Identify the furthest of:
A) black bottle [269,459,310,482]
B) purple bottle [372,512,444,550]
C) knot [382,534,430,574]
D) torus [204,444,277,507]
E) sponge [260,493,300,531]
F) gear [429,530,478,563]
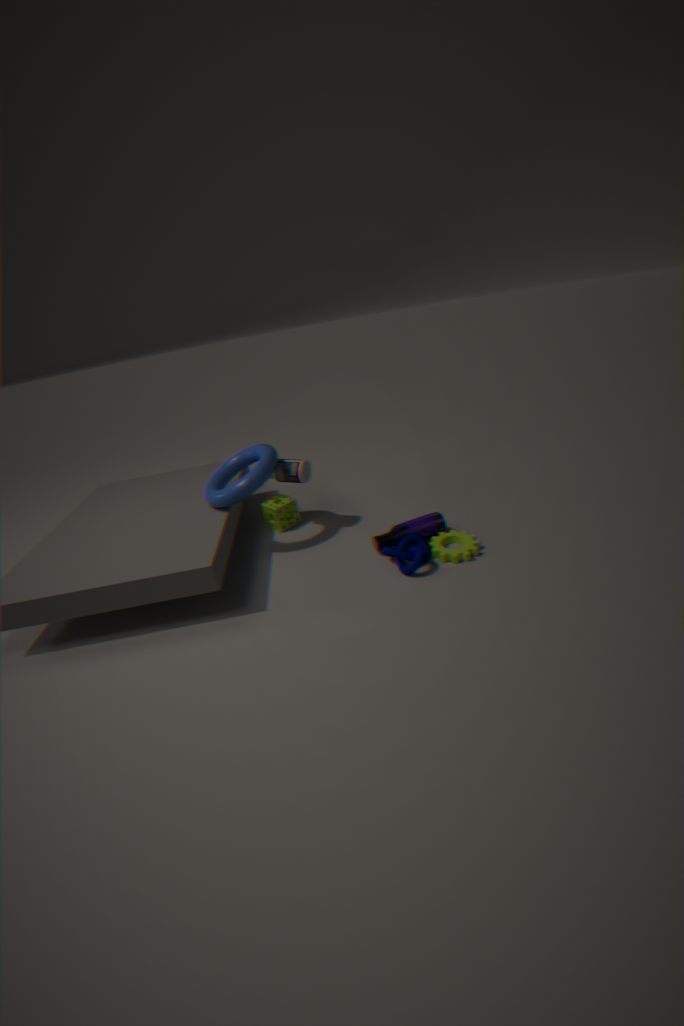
sponge [260,493,300,531]
